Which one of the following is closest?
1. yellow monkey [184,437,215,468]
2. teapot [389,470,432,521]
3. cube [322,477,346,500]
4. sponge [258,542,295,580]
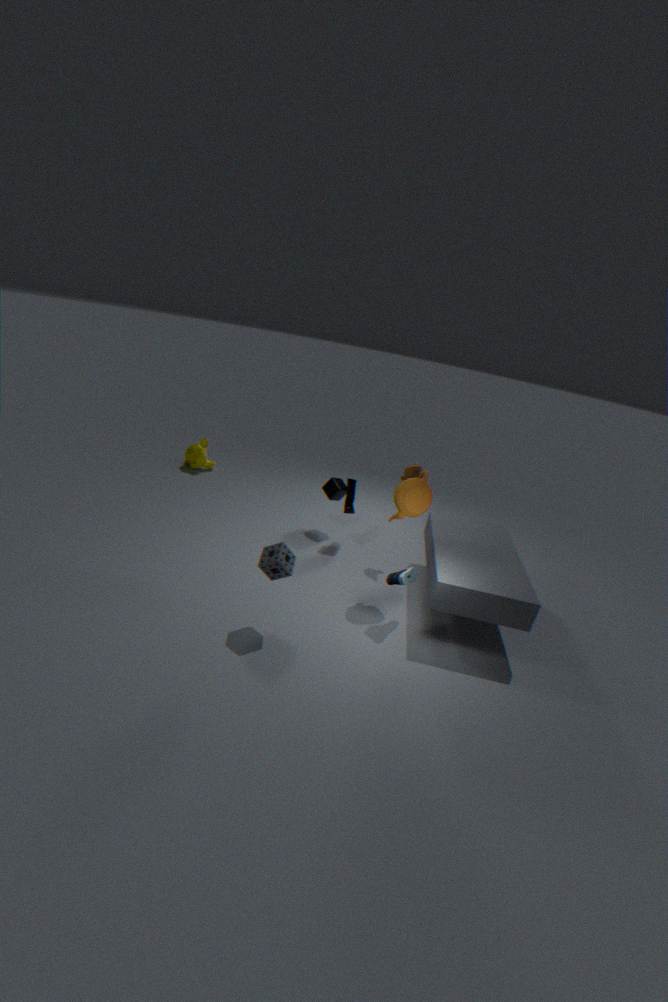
sponge [258,542,295,580]
